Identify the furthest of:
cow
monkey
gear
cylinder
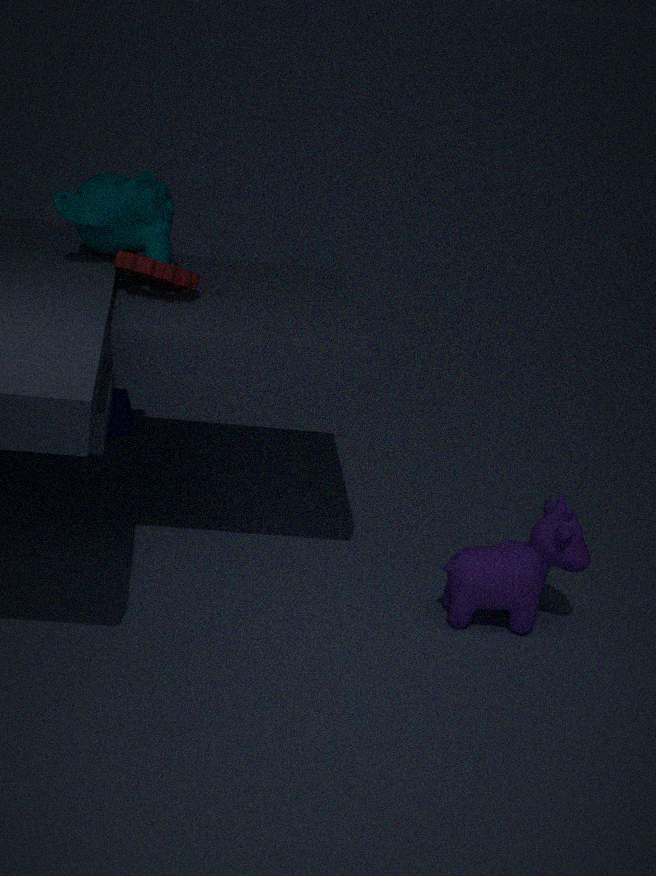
cylinder
